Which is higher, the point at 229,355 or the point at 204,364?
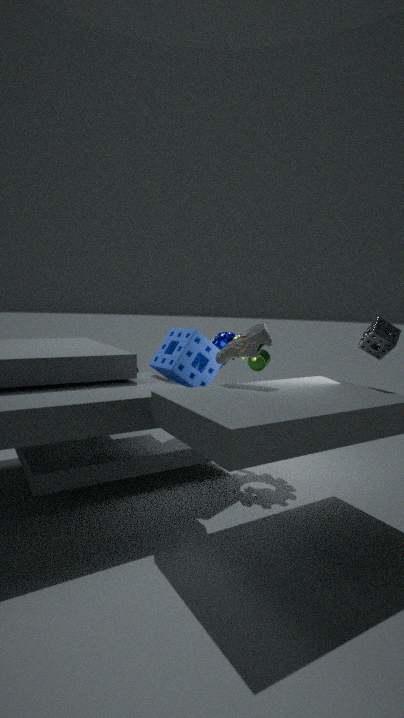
the point at 229,355
